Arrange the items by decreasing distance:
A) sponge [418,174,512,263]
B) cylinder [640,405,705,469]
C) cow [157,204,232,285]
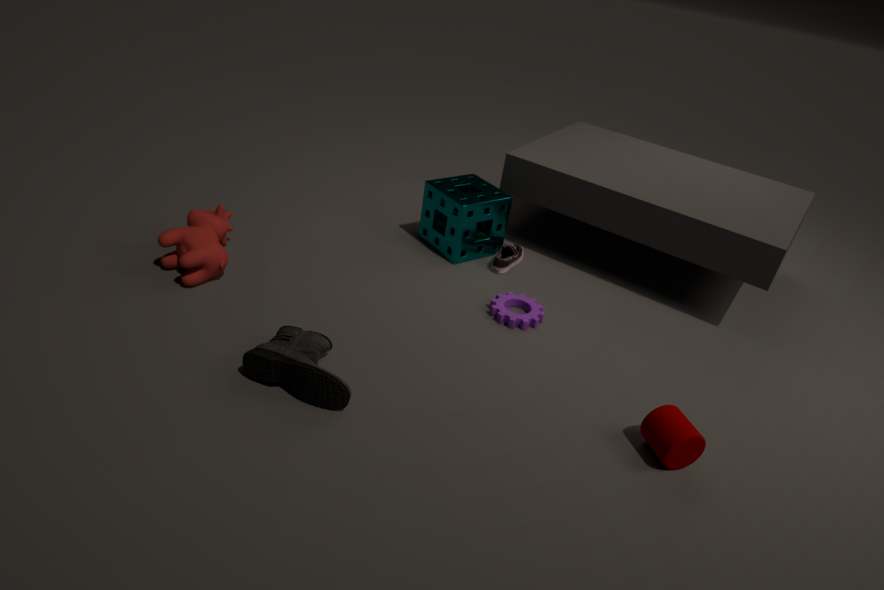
1. sponge [418,174,512,263]
2. cow [157,204,232,285]
3. cylinder [640,405,705,469]
